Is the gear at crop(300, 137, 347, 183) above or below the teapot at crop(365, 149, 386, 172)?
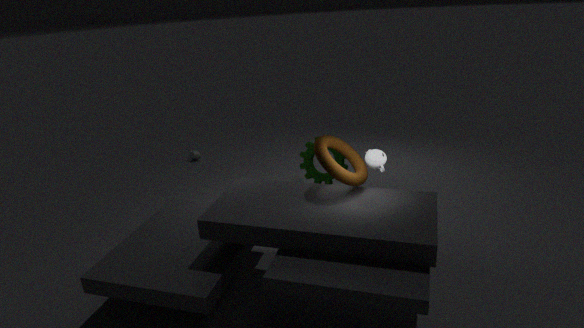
below
